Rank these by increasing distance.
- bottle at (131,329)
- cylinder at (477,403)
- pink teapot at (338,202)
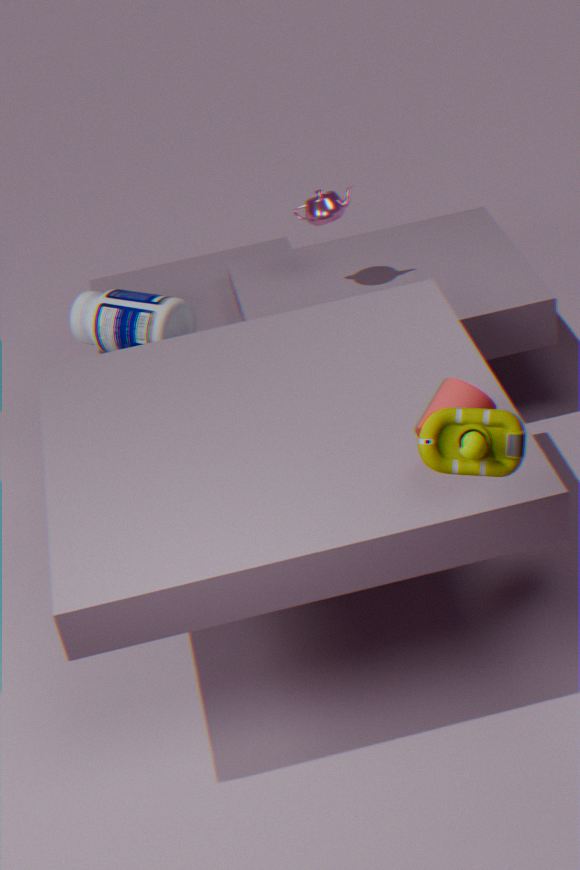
cylinder at (477,403)
bottle at (131,329)
pink teapot at (338,202)
